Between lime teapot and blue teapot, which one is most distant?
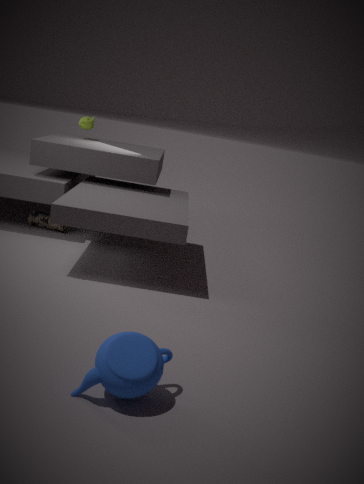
lime teapot
